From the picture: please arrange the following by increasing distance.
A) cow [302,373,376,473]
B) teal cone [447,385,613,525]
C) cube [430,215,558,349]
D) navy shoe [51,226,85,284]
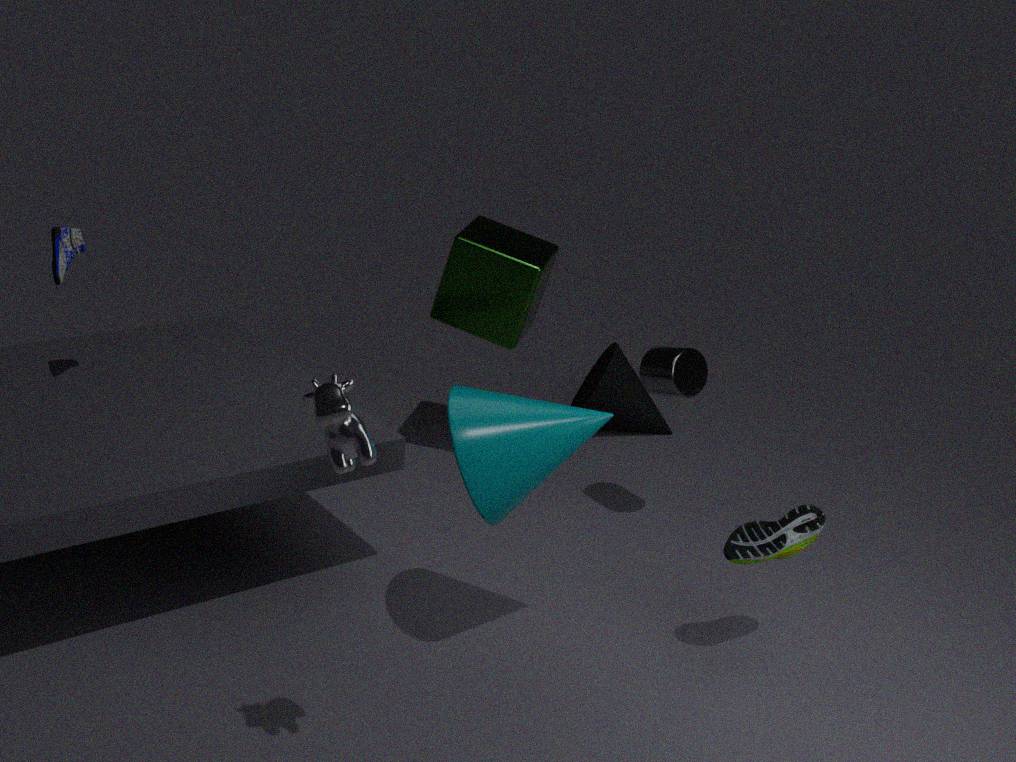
1. cow [302,373,376,473]
2. teal cone [447,385,613,525]
3. navy shoe [51,226,85,284]
4. cube [430,215,558,349]
